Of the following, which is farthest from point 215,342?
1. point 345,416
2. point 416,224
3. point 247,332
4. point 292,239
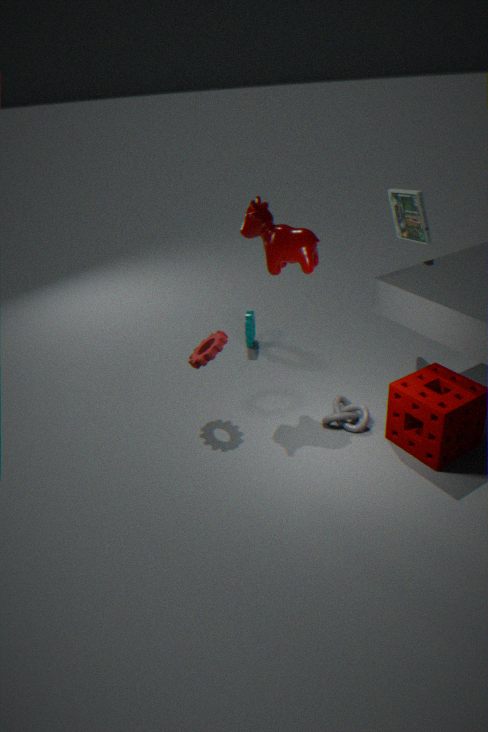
point 416,224
